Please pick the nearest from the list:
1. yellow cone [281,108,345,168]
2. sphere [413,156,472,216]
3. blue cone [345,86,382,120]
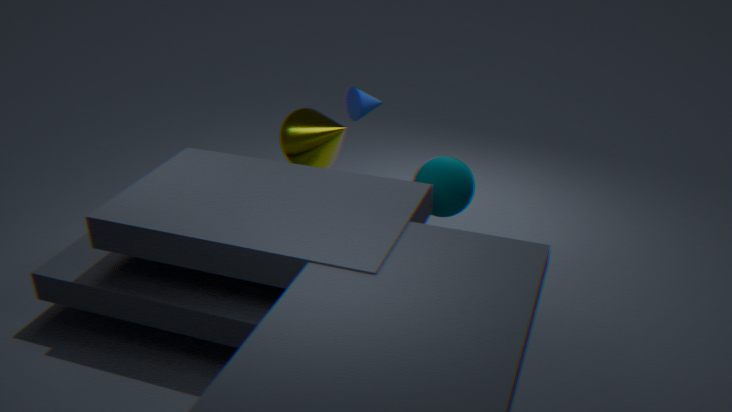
sphere [413,156,472,216]
